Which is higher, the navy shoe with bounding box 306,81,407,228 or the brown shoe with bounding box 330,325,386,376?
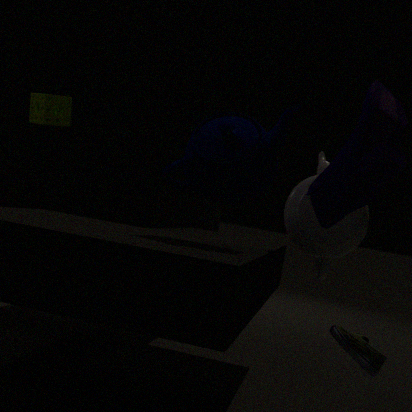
the navy shoe with bounding box 306,81,407,228
